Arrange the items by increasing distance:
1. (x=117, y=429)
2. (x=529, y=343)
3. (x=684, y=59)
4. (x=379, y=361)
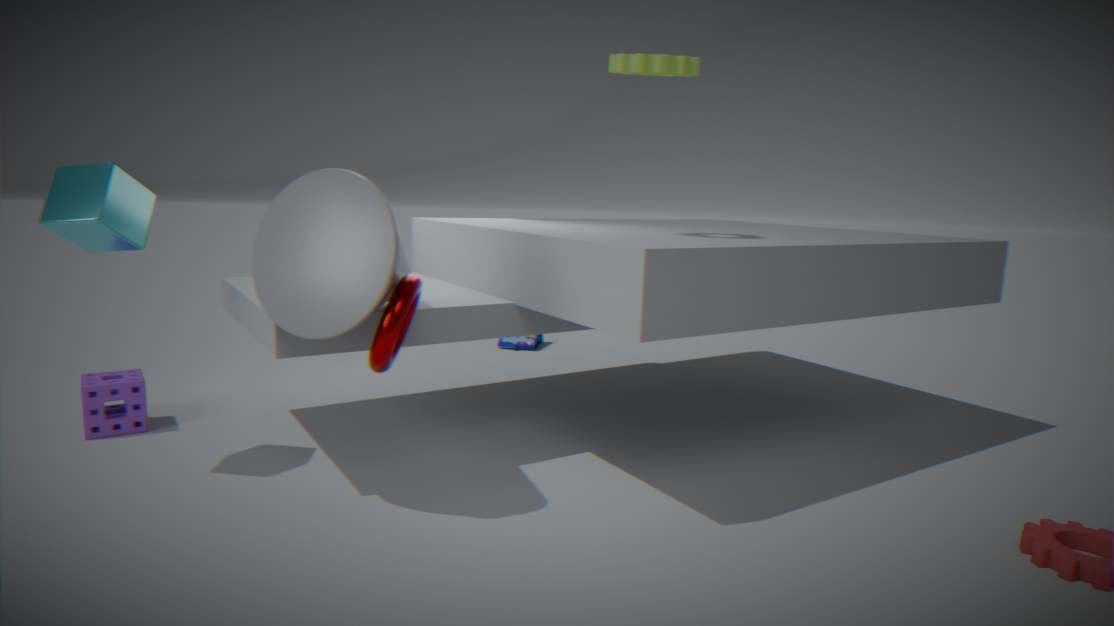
(x=379, y=361)
(x=684, y=59)
(x=117, y=429)
(x=529, y=343)
